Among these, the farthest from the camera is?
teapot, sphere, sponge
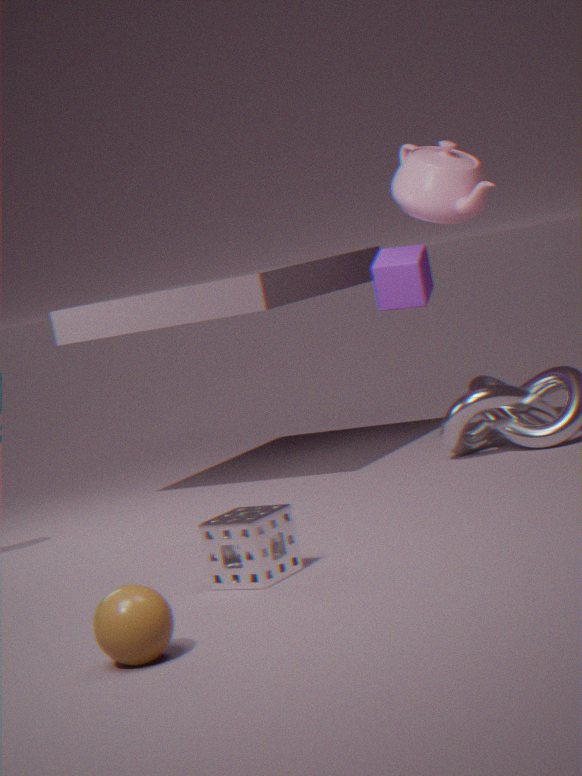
teapot
